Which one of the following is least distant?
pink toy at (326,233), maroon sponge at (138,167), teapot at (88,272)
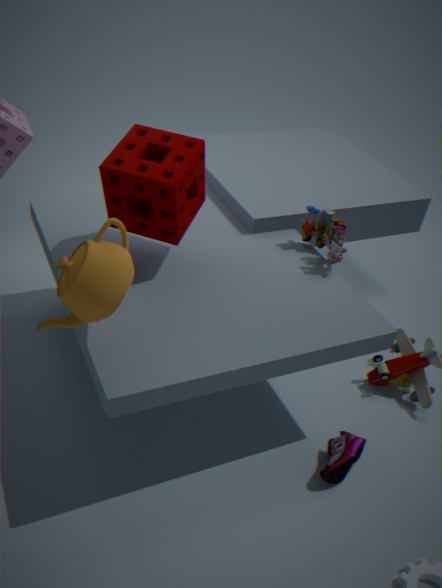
teapot at (88,272)
